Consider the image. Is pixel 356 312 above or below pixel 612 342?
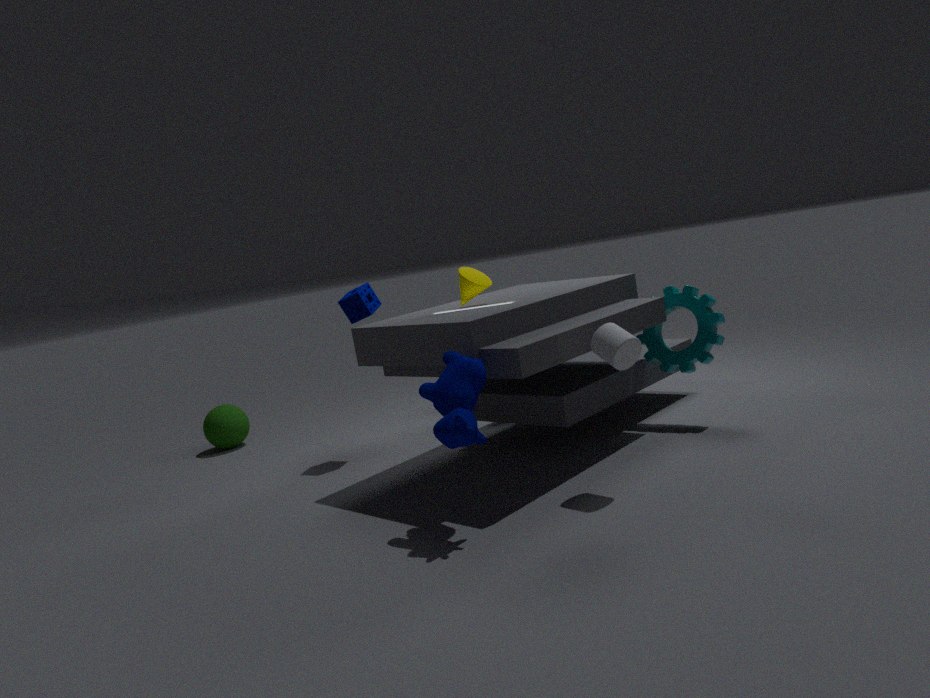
above
